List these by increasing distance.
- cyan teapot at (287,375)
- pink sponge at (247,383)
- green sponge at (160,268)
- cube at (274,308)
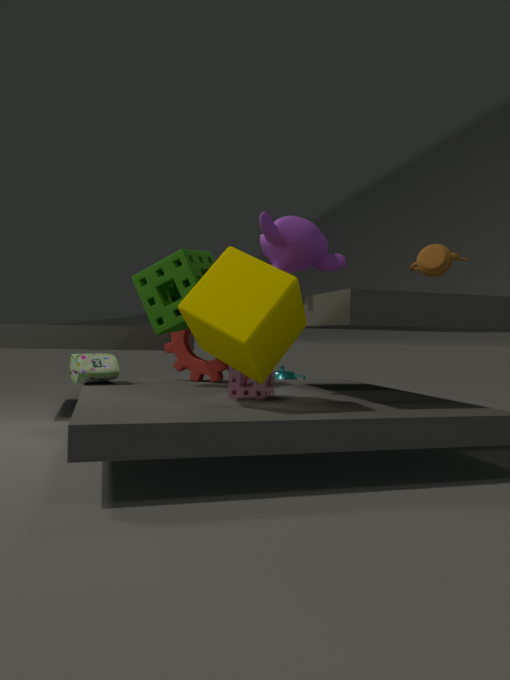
cube at (274,308) → pink sponge at (247,383) → green sponge at (160,268) → cyan teapot at (287,375)
